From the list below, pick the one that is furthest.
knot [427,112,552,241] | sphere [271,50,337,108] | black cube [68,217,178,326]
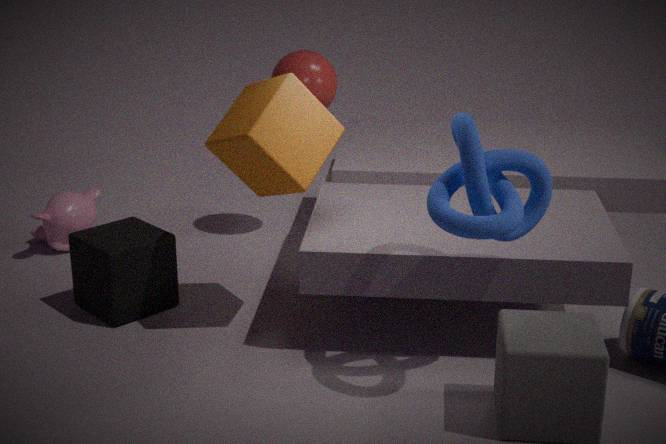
sphere [271,50,337,108]
